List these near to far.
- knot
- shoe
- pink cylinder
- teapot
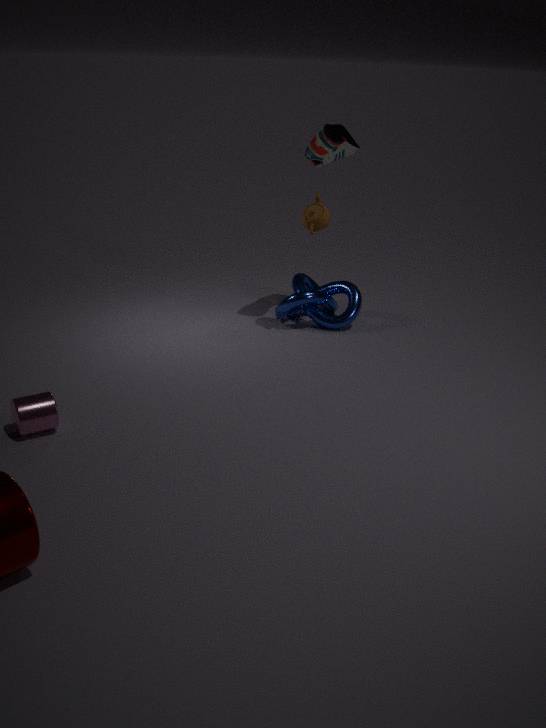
pink cylinder, shoe, teapot, knot
